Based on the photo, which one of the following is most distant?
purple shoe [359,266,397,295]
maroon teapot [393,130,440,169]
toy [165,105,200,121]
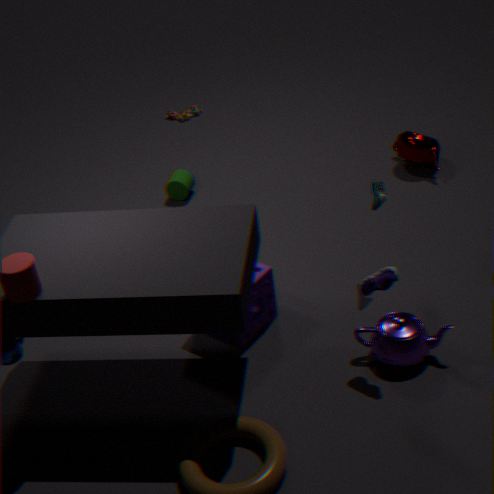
toy [165,105,200,121]
